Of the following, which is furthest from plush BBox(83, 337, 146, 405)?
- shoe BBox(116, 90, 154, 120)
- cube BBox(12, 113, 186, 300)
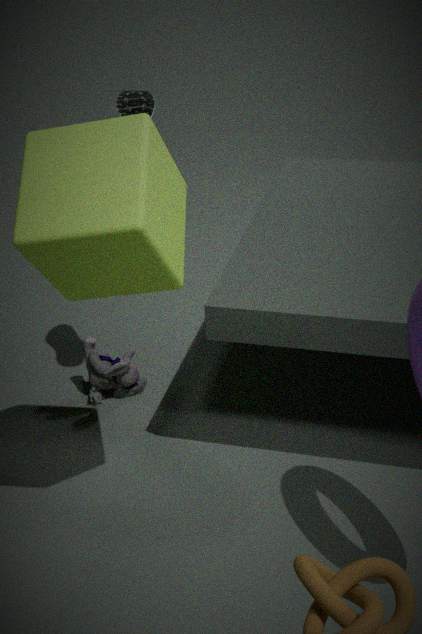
cube BBox(12, 113, 186, 300)
